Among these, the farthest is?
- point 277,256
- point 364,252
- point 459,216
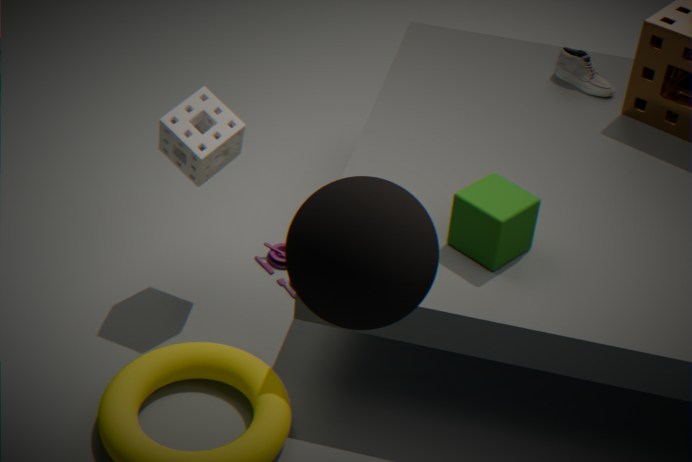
point 277,256
